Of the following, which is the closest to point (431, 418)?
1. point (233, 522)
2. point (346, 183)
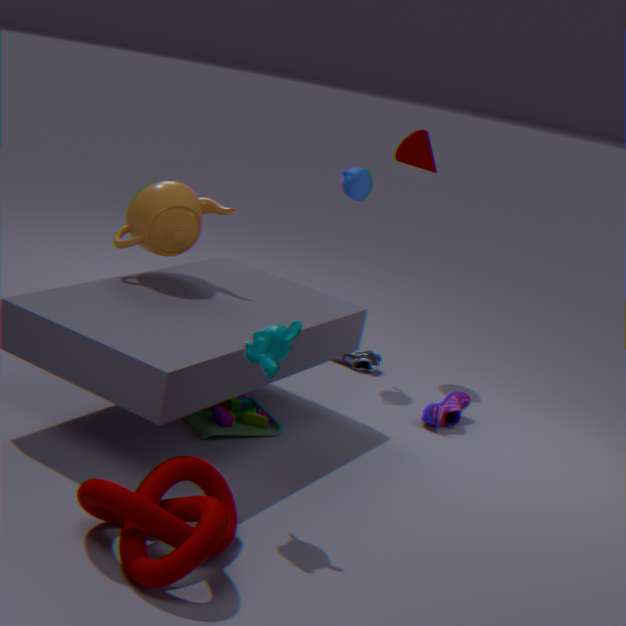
point (346, 183)
